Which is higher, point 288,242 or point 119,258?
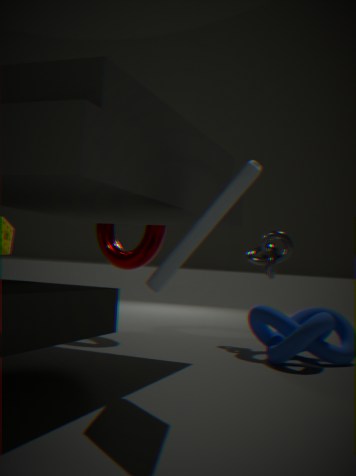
point 119,258
